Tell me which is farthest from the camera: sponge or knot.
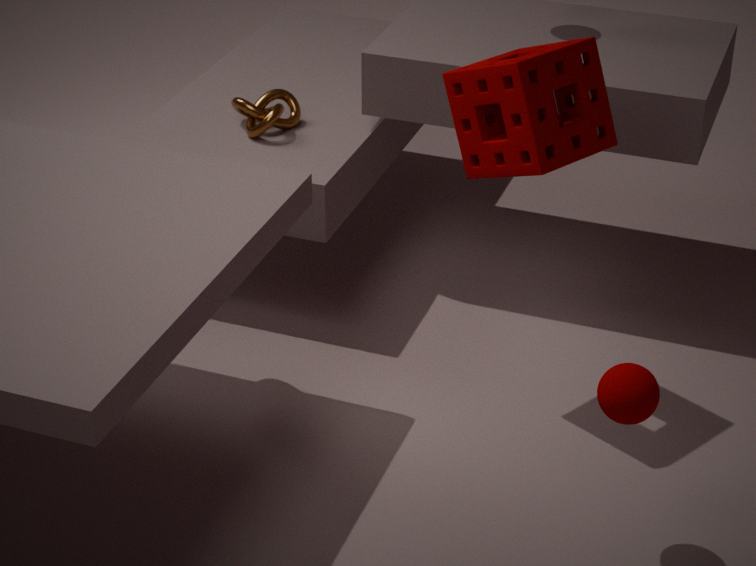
knot
